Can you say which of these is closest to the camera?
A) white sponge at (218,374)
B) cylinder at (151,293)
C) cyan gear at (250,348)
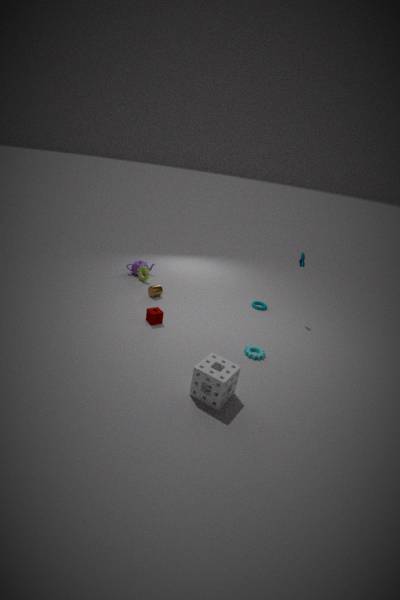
white sponge at (218,374)
